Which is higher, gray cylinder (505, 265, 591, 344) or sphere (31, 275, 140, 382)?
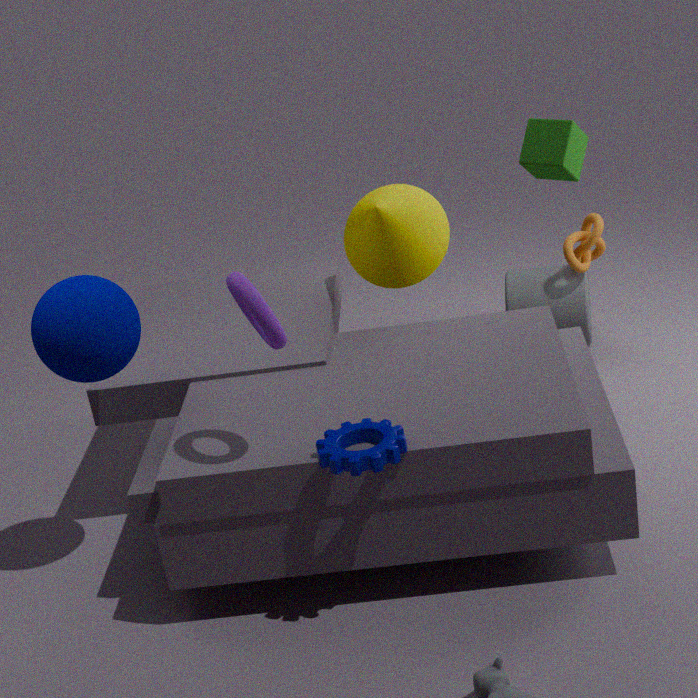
sphere (31, 275, 140, 382)
